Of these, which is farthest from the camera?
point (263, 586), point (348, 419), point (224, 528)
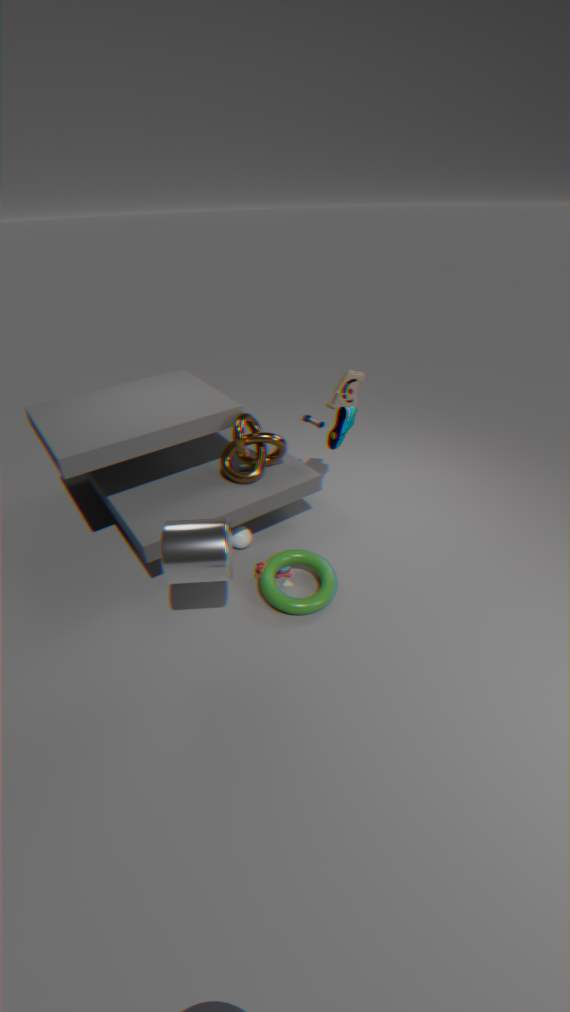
point (348, 419)
